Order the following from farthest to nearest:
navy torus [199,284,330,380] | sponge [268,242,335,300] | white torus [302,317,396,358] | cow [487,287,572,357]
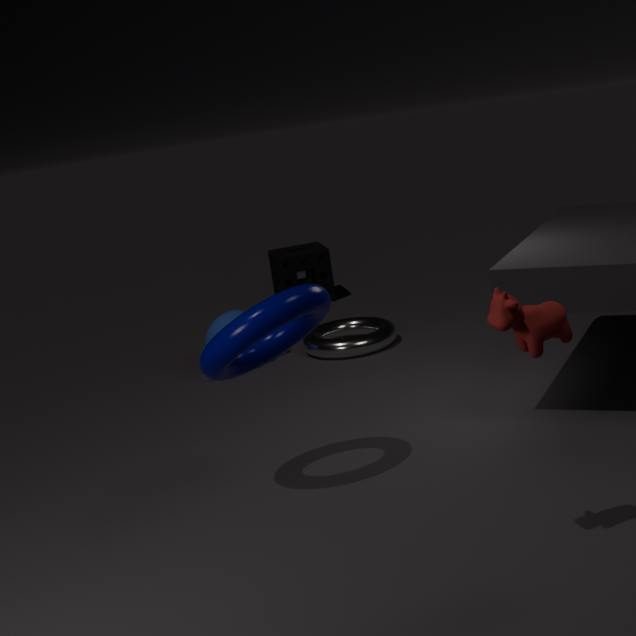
1. sponge [268,242,335,300]
2. white torus [302,317,396,358]
3. navy torus [199,284,330,380]
4. cow [487,287,572,357]
